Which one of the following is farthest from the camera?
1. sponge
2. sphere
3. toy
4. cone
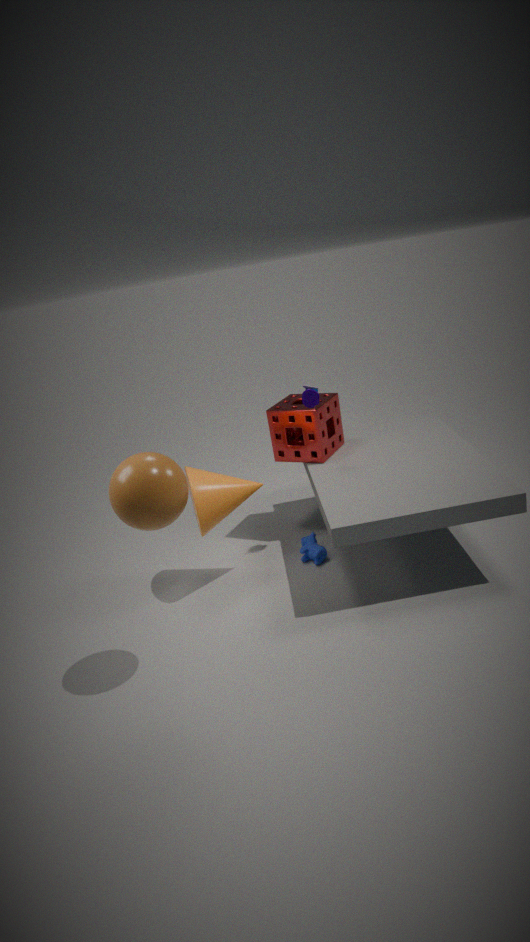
sponge
